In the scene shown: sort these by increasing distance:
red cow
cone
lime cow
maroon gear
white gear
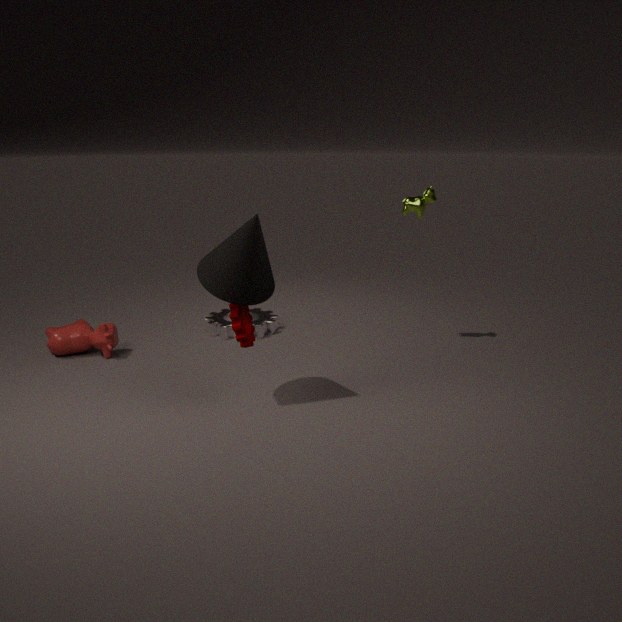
cone < maroon gear < red cow < lime cow < white gear
